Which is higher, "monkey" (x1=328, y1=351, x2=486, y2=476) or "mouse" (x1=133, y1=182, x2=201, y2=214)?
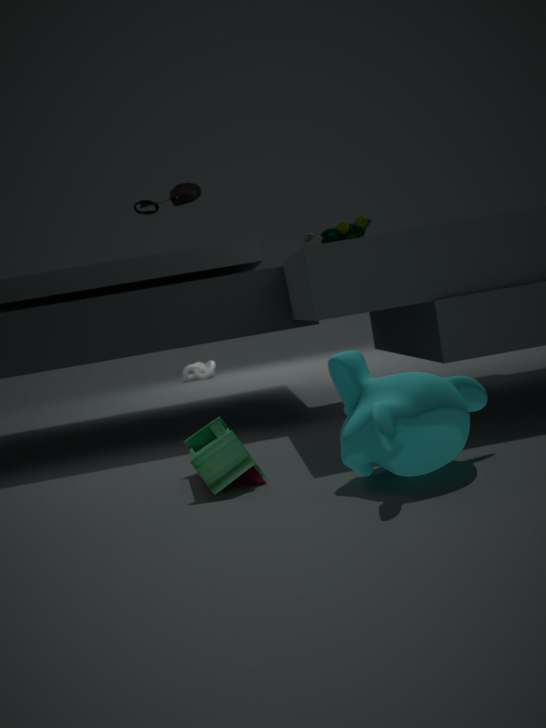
"mouse" (x1=133, y1=182, x2=201, y2=214)
